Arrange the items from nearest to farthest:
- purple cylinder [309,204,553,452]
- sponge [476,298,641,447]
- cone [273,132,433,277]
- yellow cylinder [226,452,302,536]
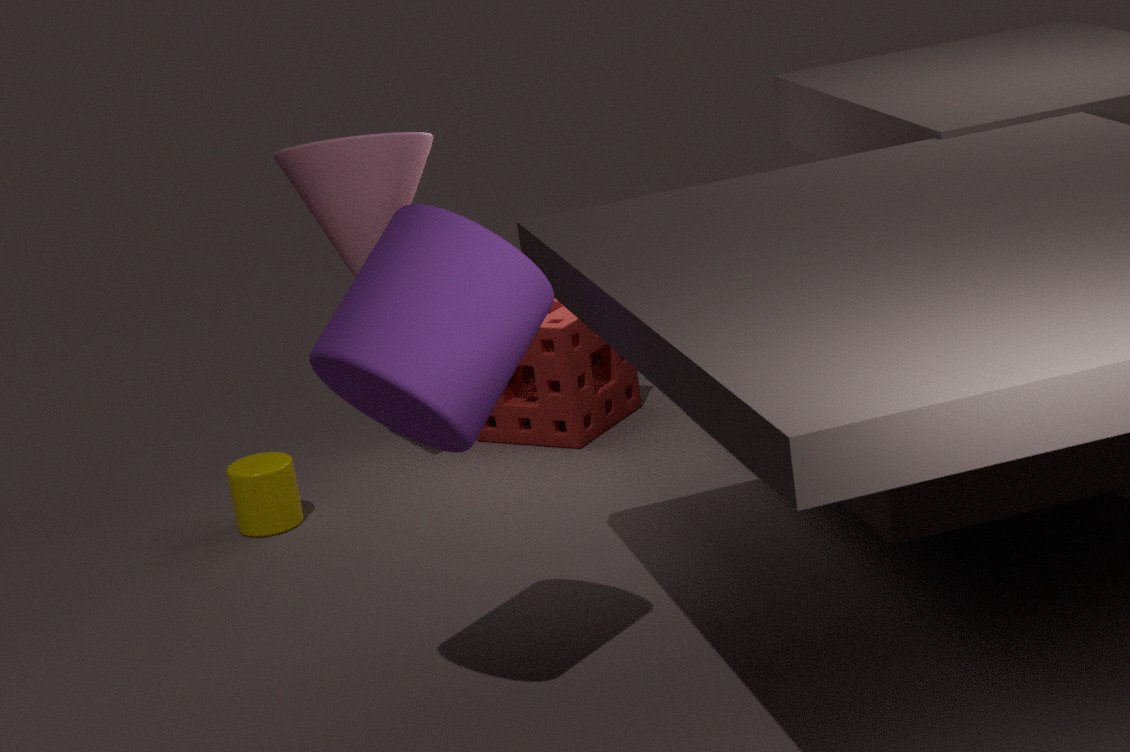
purple cylinder [309,204,553,452], cone [273,132,433,277], yellow cylinder [226,452,302,536], sponge [476,298,641,447]
